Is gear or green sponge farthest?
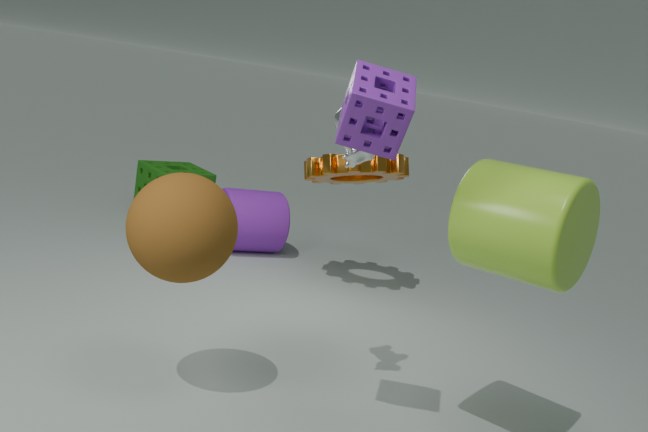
green sponge
